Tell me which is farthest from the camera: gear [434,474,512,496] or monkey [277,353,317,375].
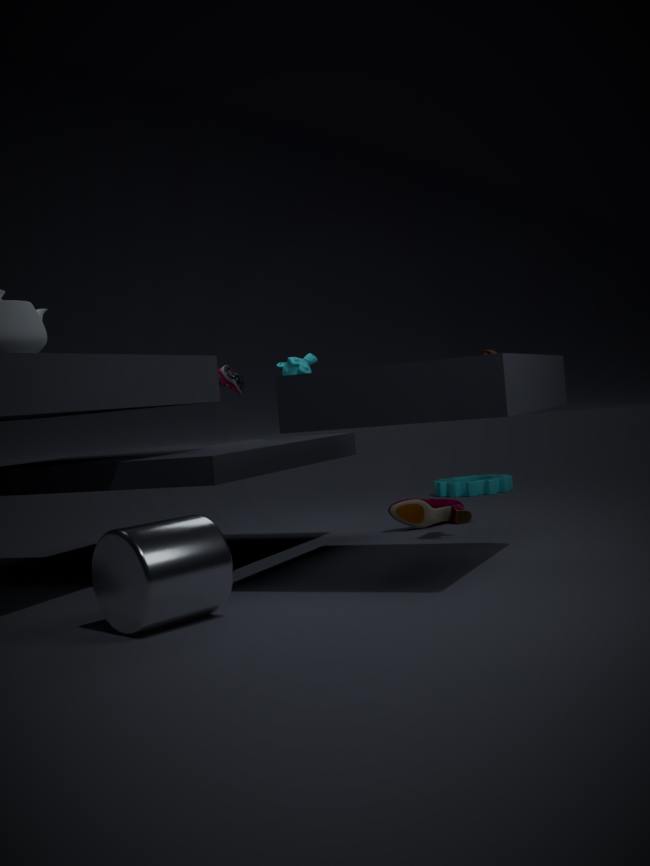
gear [434,474,512,496]
